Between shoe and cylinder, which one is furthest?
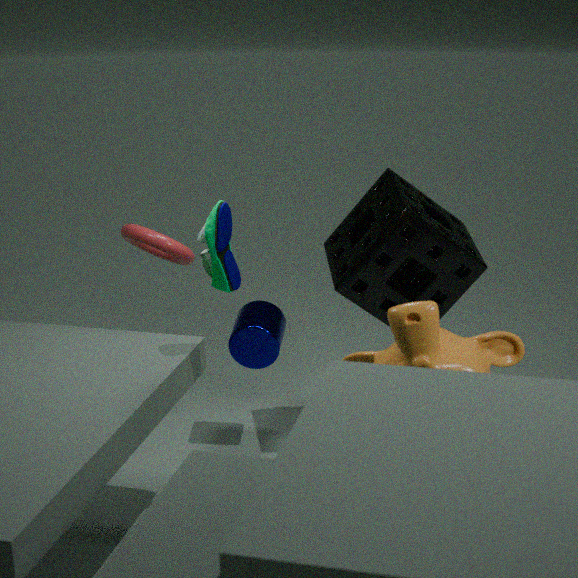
cylinder
